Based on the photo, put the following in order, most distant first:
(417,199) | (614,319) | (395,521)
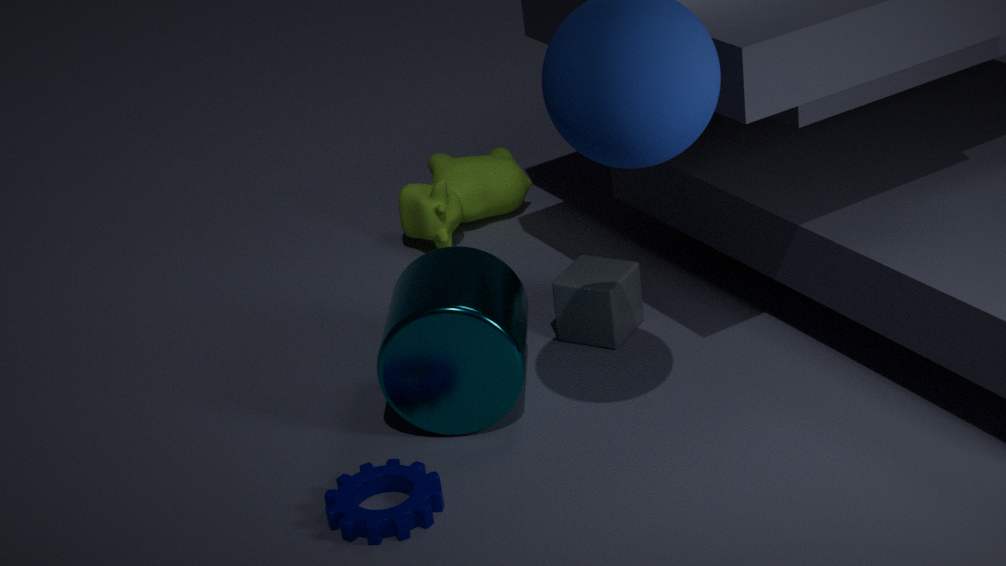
(417,199) < (614,319) < (395,521)
